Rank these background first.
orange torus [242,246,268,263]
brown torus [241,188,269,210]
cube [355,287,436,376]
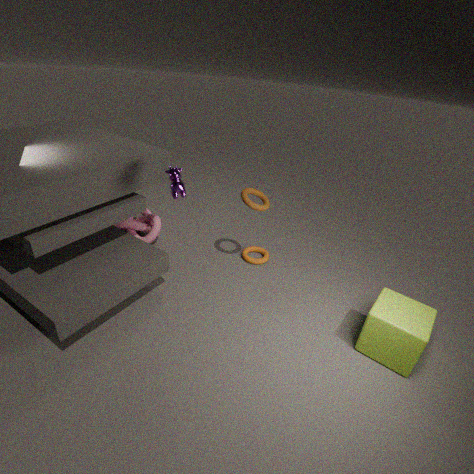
orange torus [242,246,268,263] < brown torus [241,188,269,210] < cube [355,287,436,376]
